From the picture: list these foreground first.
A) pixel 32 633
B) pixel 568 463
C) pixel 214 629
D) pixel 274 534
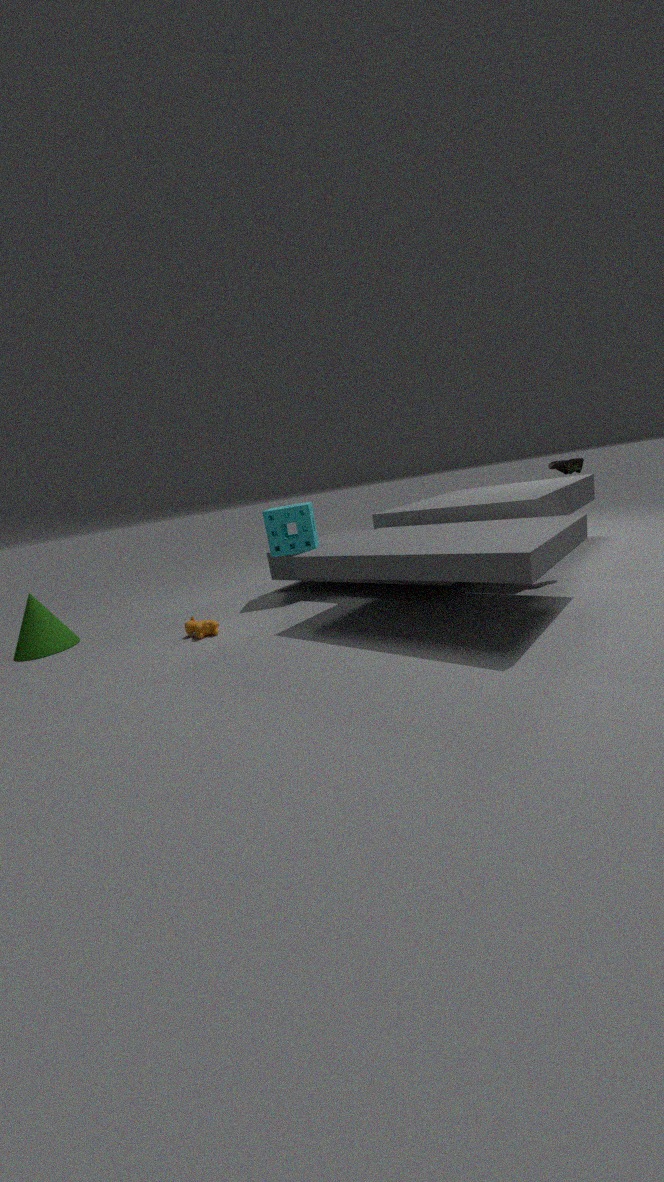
pixel 568 463, pixel 214 629, pixel 32 633, pixel 274 534
